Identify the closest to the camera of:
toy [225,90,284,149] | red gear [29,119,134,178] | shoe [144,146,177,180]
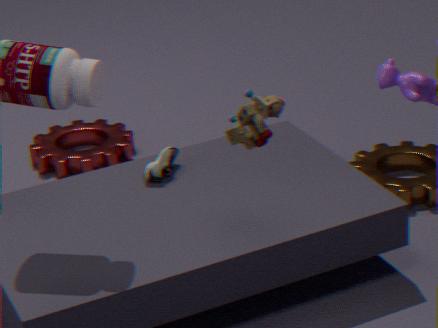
toy [225,90,284,149]
